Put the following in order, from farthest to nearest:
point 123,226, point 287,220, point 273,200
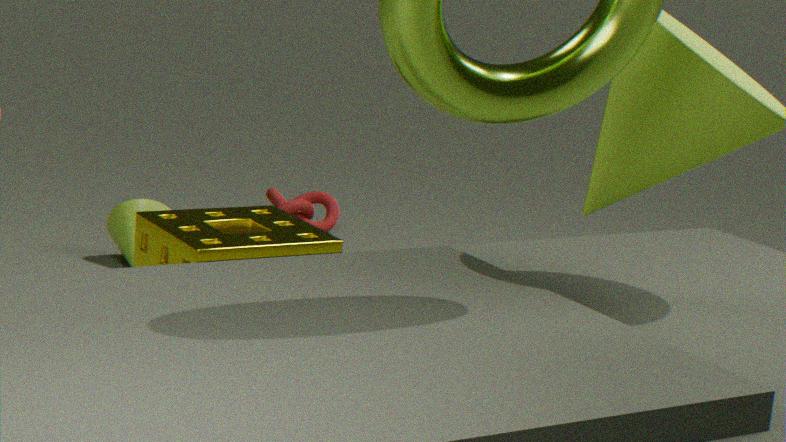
point 273,200 < point 123,226 < point 287,220
